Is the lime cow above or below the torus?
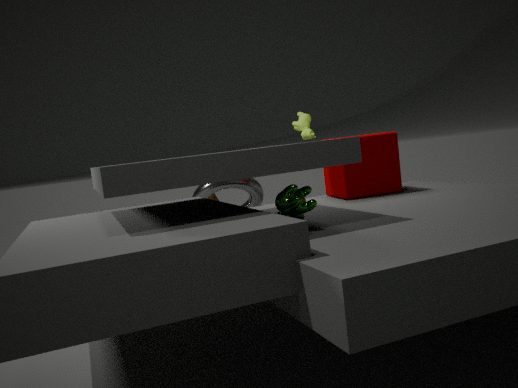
above
